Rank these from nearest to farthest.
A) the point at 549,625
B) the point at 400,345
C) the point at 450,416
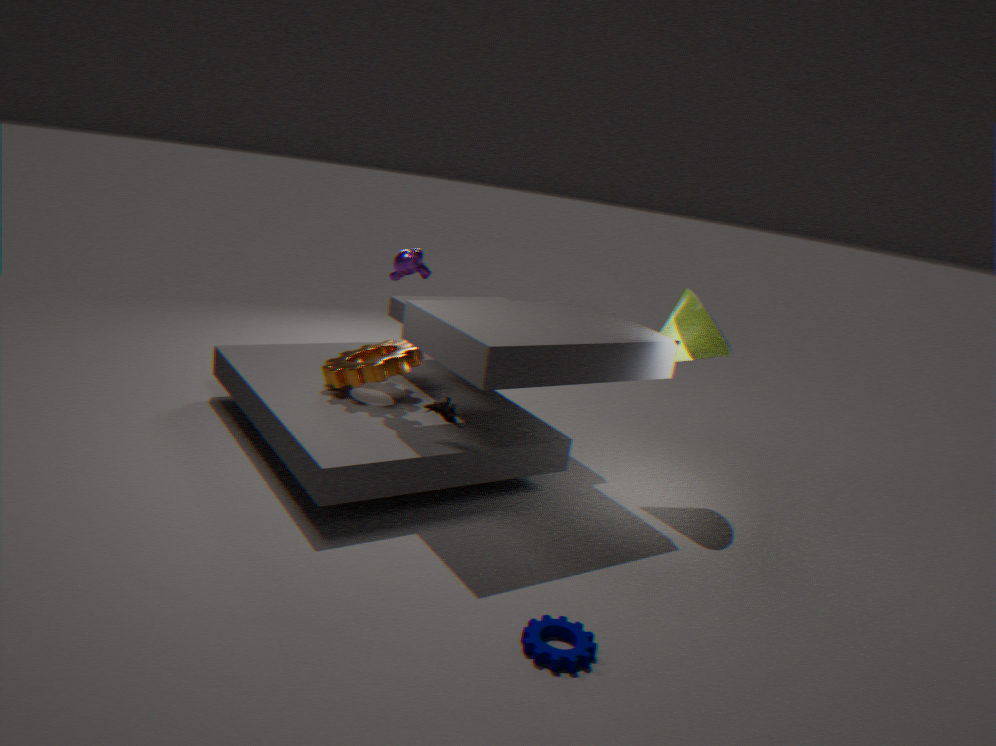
the point at 549,625, the point at 450,416, the point at 400,345
